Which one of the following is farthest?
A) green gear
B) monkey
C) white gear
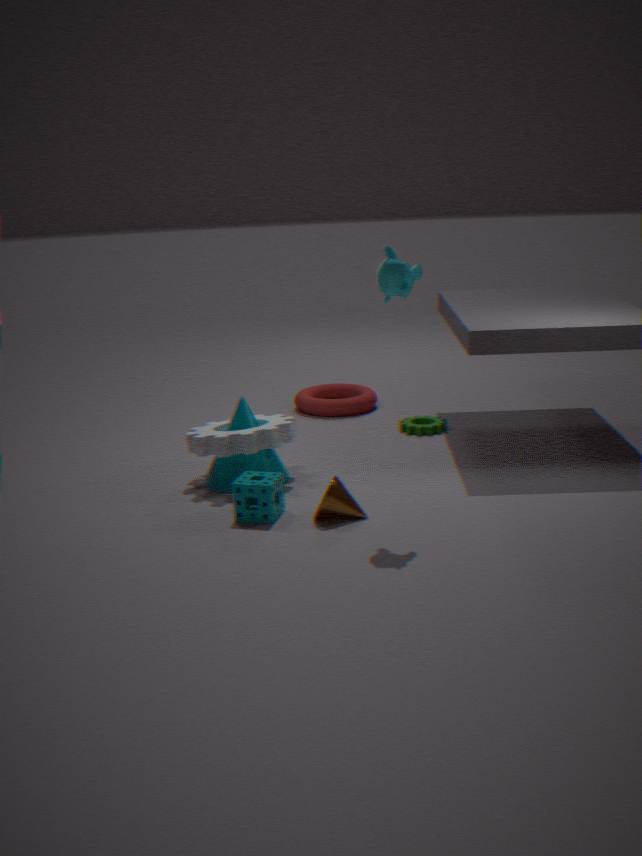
green gear
